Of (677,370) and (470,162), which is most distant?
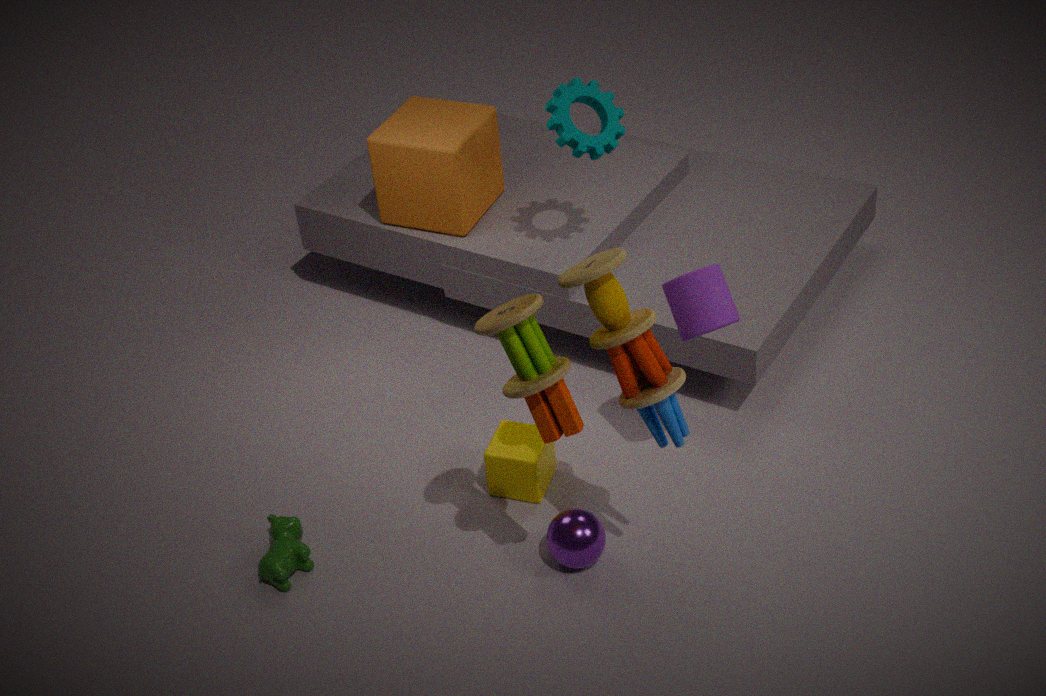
(470,162)
